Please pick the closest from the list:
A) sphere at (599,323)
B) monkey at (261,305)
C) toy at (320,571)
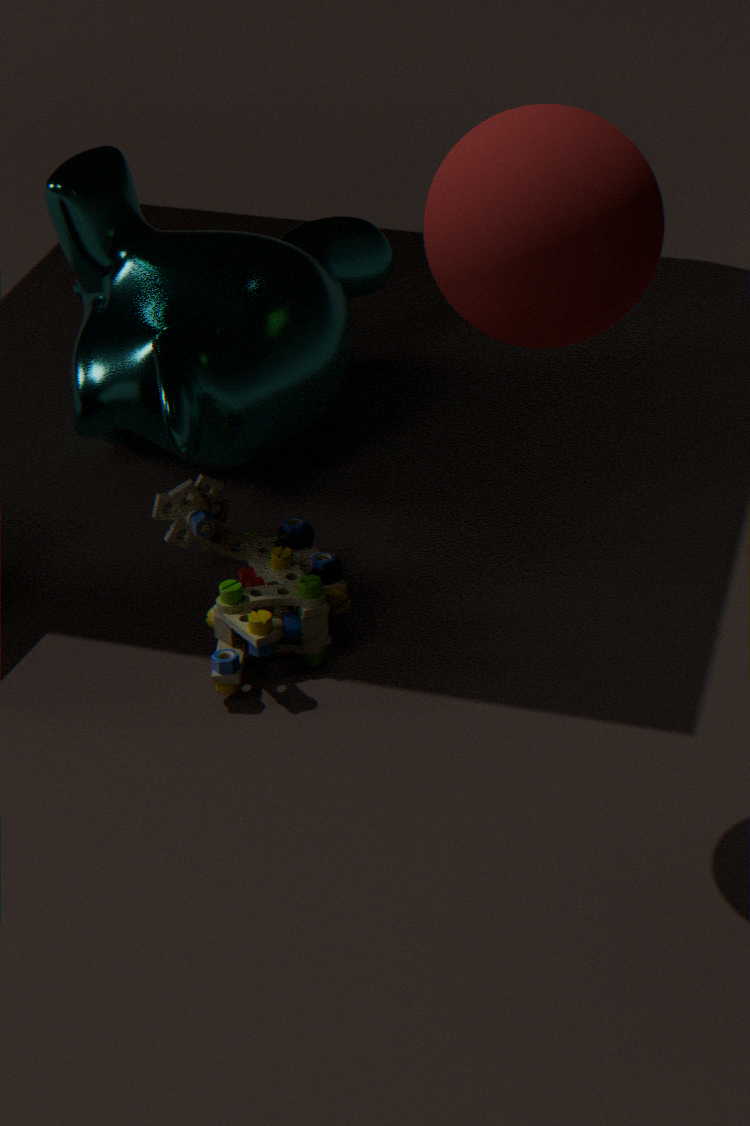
sphere at (599,323)
